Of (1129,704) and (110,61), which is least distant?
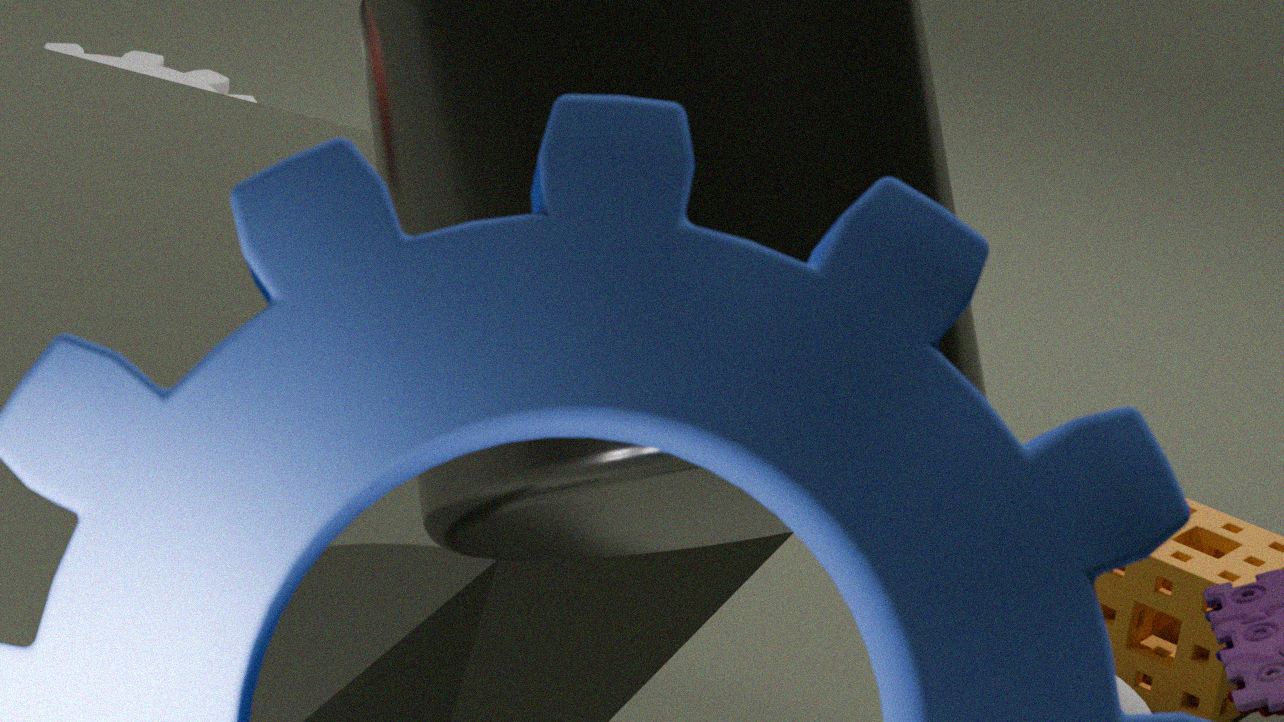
(1129,704)
